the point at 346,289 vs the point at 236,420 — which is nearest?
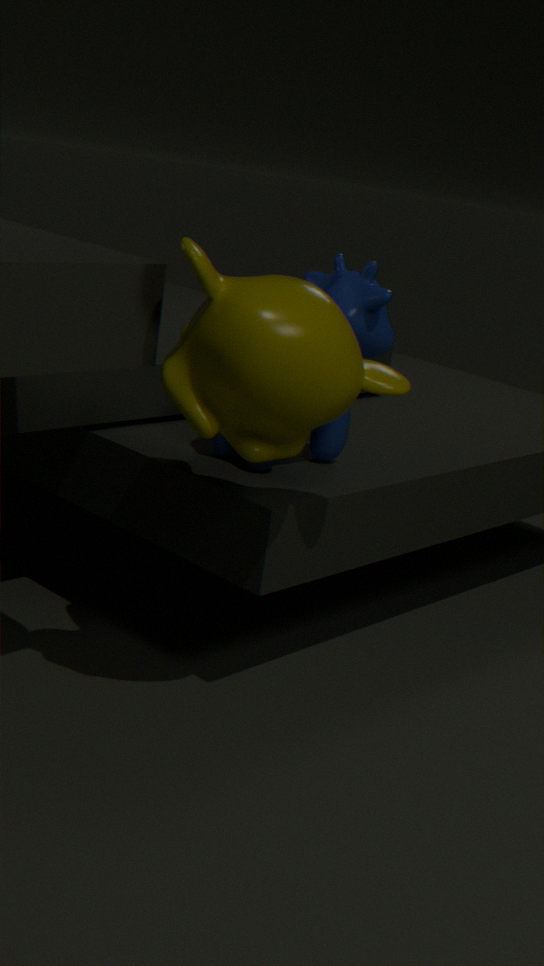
the point at 236,420
